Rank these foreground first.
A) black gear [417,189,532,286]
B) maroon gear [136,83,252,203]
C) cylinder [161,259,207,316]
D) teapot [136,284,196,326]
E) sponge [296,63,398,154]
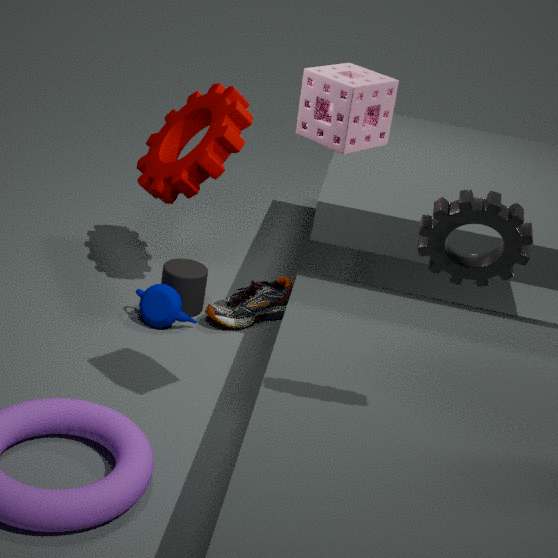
black gear [417,189,532,286] → sponge [296,63,398,154] → teapot [136,284,196,326] → maroon gear [136,83,252,203] → cylinder [161,259,207,316]
